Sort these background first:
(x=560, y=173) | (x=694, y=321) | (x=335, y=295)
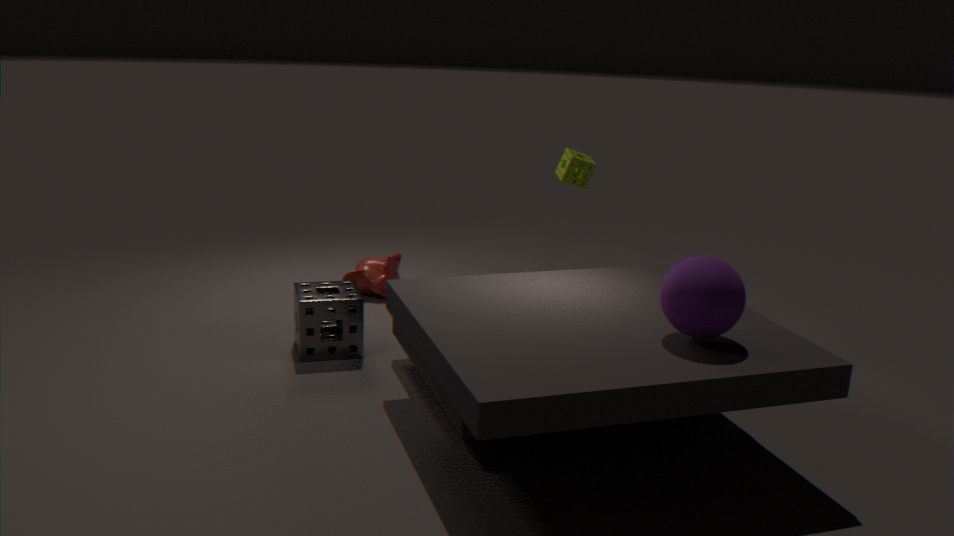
(x=560, y=173) < (x=335, y=295) < (x=694, y=321)
